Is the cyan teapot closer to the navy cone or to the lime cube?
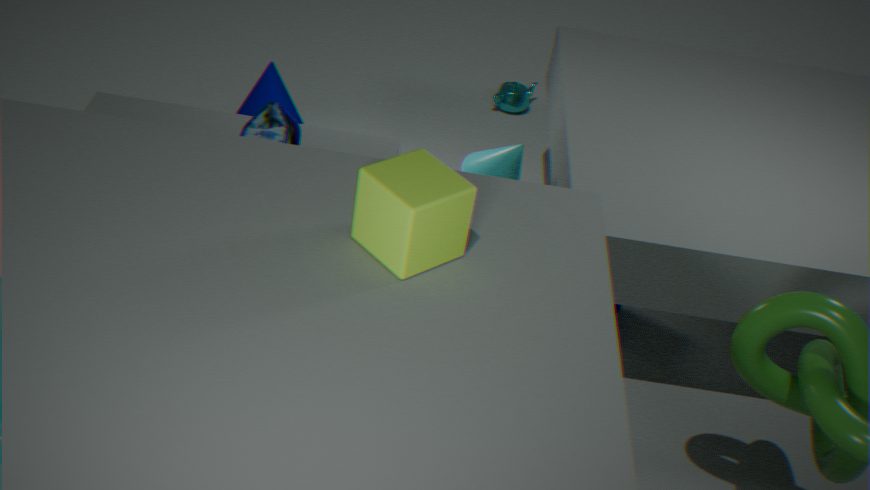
the navy cone
